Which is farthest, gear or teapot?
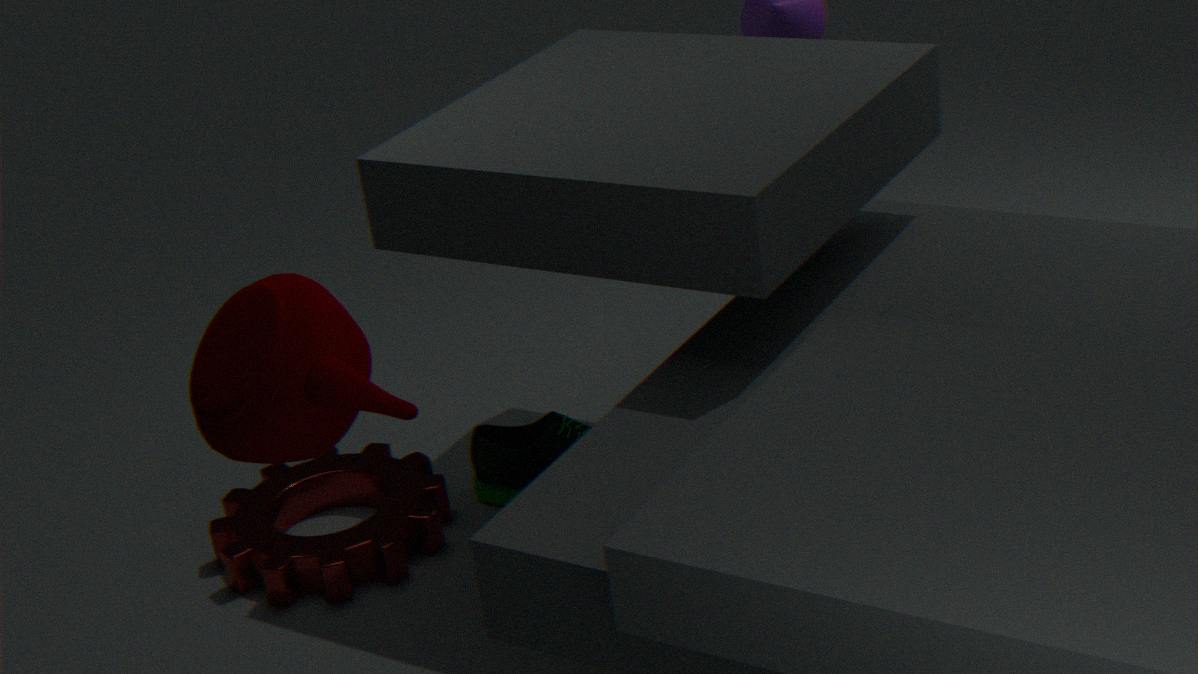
gear
